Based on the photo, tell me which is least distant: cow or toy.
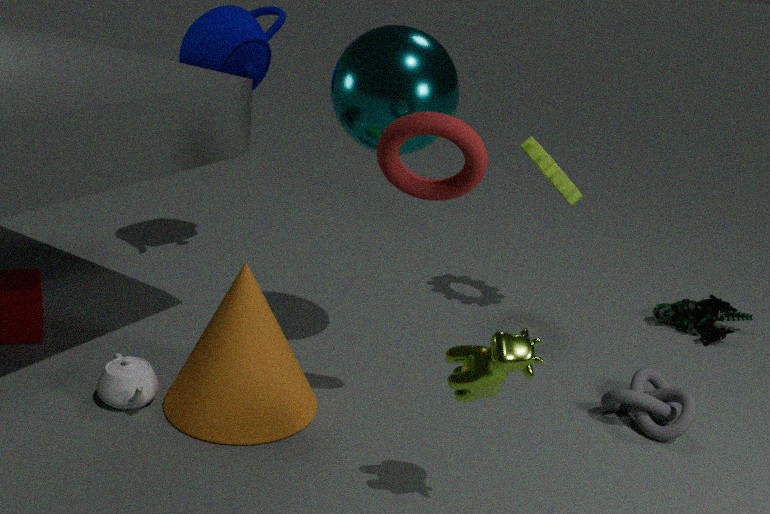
cow
